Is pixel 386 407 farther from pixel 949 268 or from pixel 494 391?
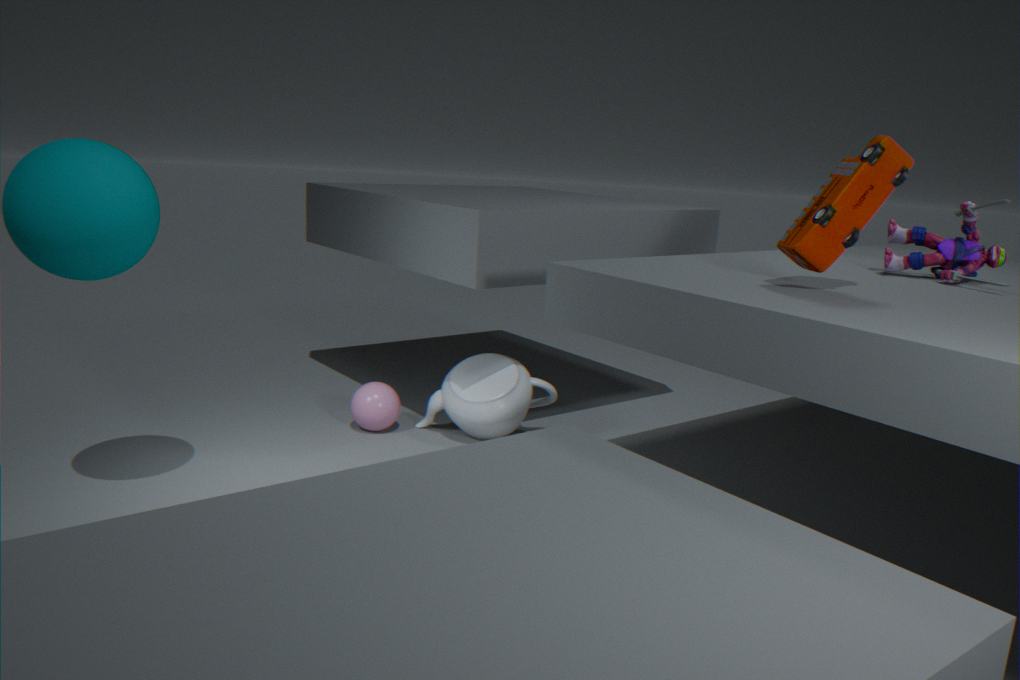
pixel 949 268
